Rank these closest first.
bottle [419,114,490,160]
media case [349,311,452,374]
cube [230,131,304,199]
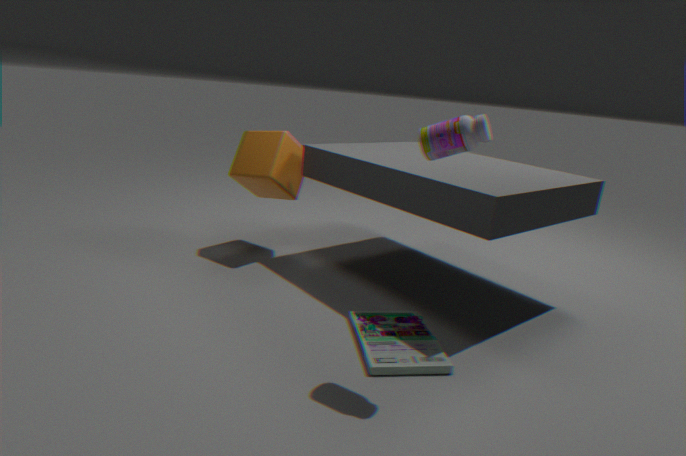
bottle [419,114,490,160], media case [349,311,452,374], cube [230,131,304,199]
